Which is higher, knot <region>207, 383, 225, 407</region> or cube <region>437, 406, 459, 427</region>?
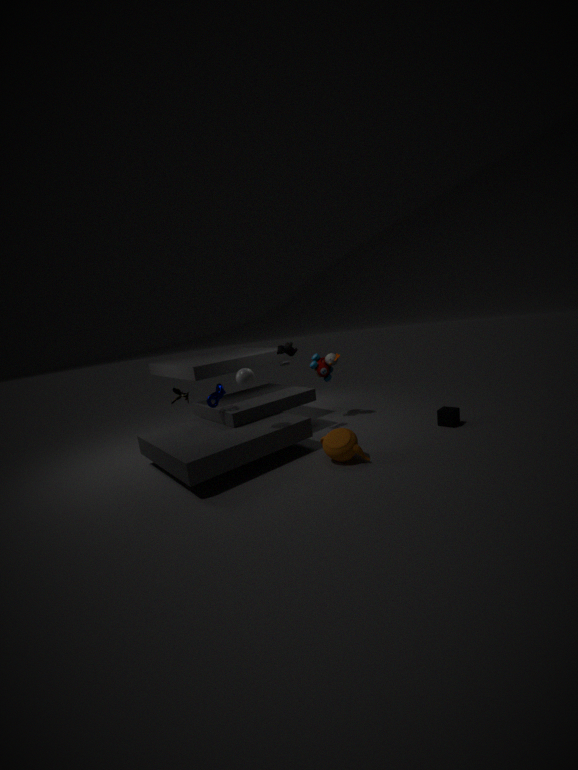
knot <region>207, 383, 225, 407</region>
